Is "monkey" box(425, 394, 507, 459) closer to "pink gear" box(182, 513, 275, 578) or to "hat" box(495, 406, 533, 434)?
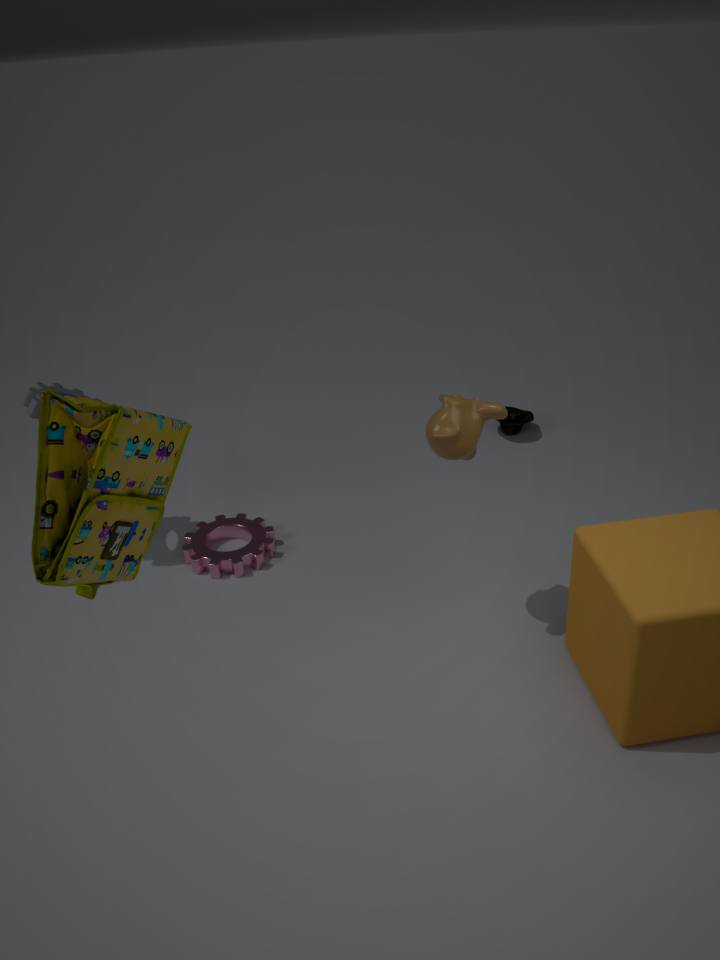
"pink gear" box(182, 513, 275, 578)
